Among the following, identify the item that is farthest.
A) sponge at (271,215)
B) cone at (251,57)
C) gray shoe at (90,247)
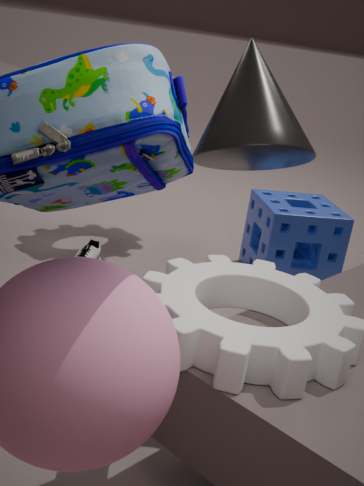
sponge at (271,215)
